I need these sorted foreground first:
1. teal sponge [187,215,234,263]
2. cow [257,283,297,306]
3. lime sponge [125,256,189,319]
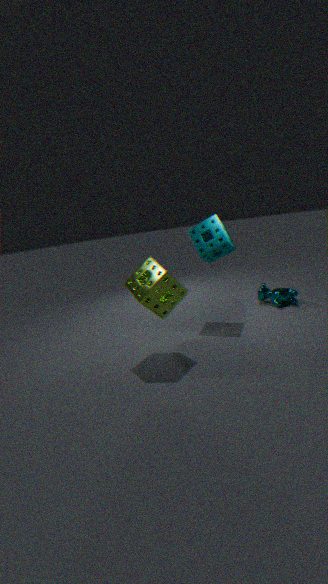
lime sponge [125,256,189,319], teal sponge [187,215,234,263], cow [257,283,297,306]
